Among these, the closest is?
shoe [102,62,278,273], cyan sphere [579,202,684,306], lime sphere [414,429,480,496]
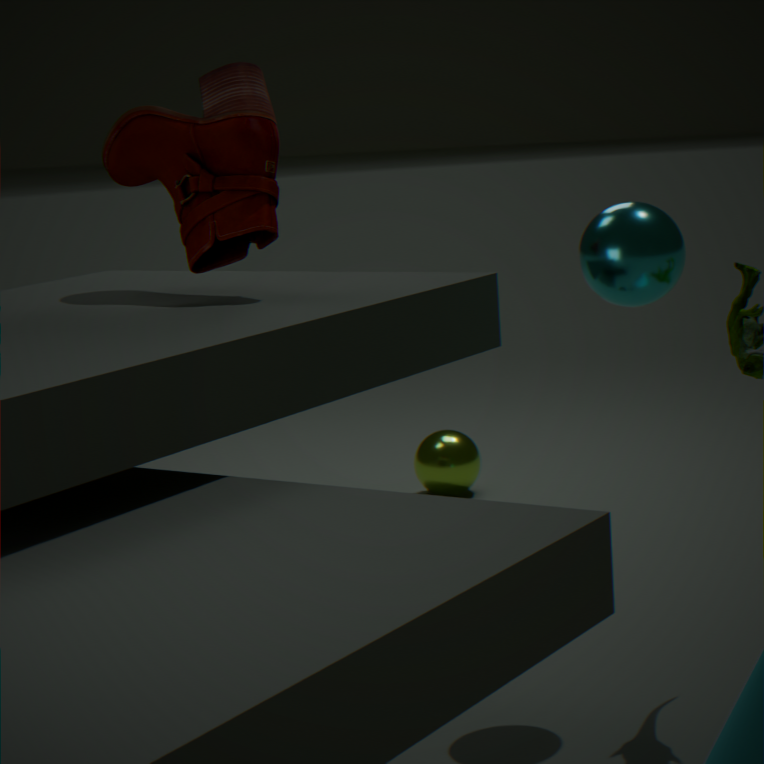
shoe [102,62,278,273]
